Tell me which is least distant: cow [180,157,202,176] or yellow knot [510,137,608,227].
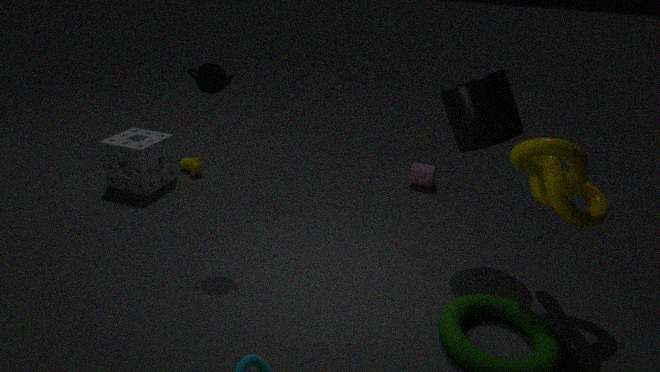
yellow knot [510,137,608,227]
